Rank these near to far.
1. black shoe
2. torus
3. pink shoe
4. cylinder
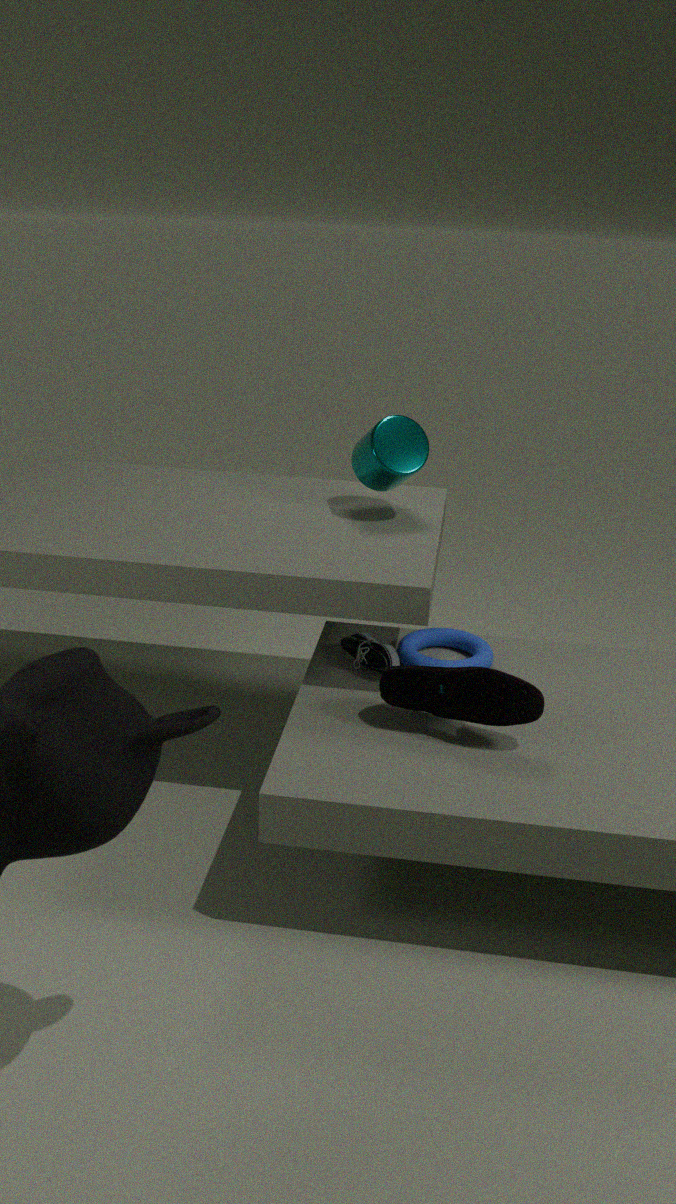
pink shoe → black shoe → torus → cylinder
